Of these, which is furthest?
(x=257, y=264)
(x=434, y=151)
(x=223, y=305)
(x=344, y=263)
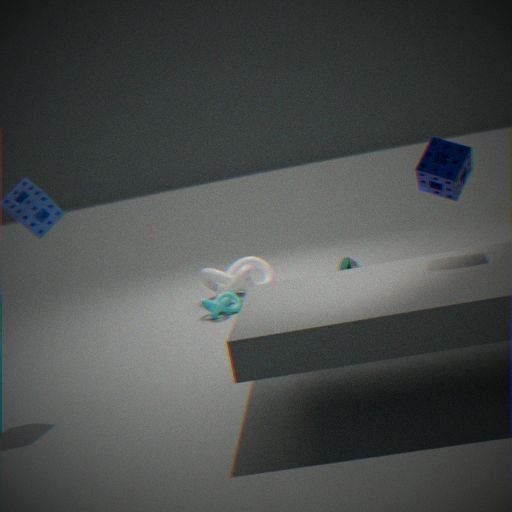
(x=257, y=264)
